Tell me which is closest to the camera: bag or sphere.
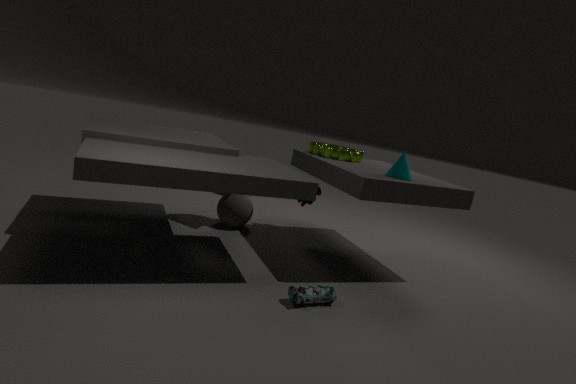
bag
